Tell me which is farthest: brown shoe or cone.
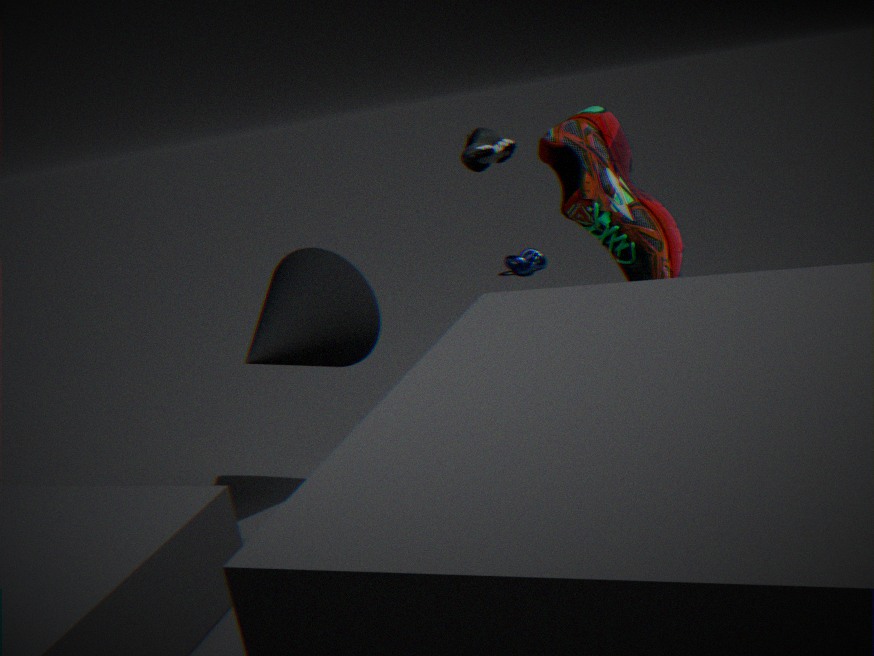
cone
